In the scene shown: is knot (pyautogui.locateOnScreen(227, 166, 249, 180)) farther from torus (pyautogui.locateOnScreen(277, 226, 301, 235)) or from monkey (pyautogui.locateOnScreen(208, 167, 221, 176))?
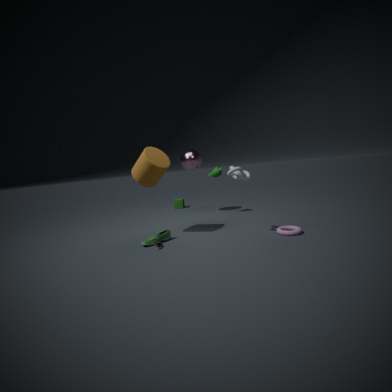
monkey (pyautogui.locateOnScreen(208, 167, 221, 176))
